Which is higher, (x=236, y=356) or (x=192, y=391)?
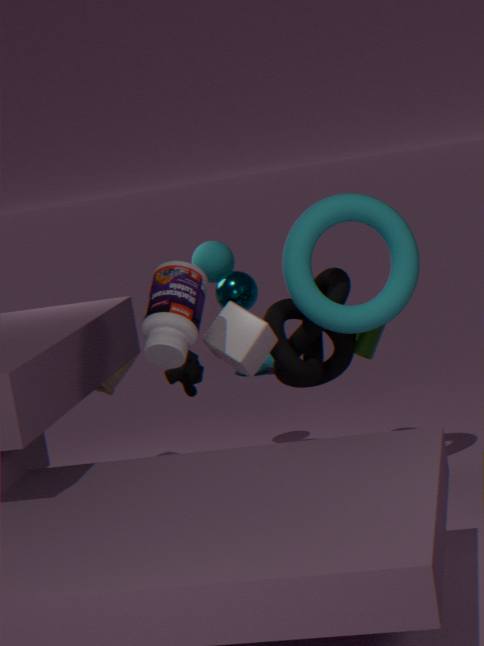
(x=236, y=356)
